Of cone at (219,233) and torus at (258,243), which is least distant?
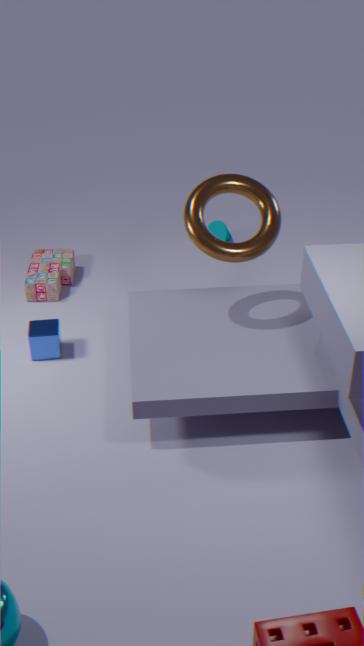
torus at (258,243)
